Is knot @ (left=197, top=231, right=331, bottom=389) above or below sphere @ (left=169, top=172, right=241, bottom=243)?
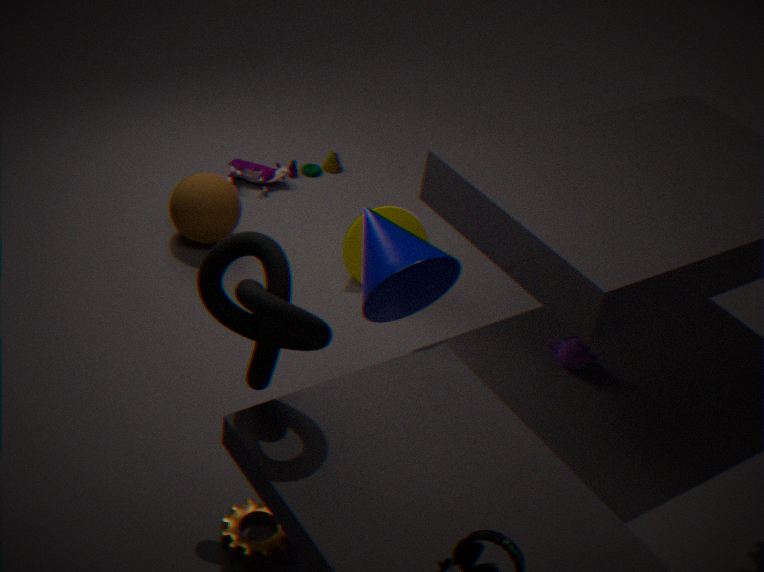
above
